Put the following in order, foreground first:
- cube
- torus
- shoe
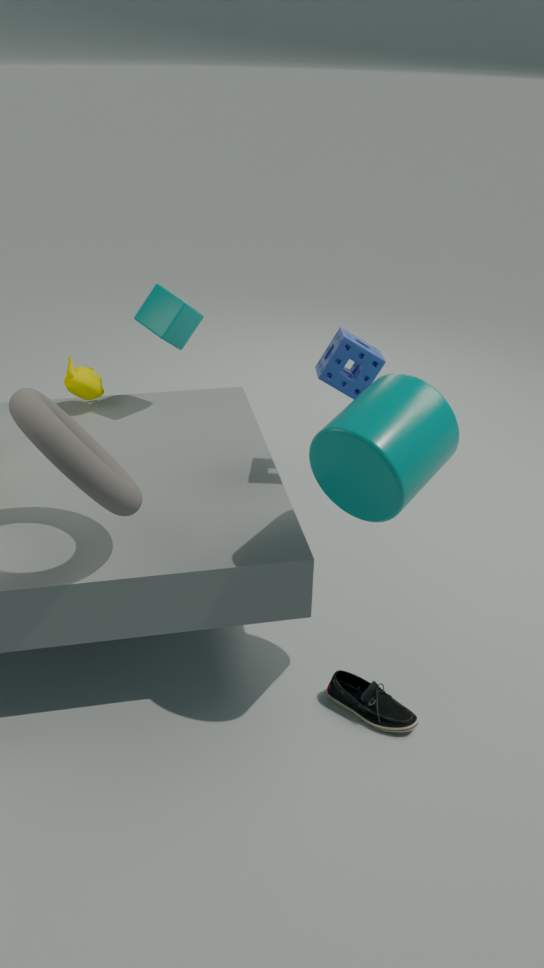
torus → shoe → cube
